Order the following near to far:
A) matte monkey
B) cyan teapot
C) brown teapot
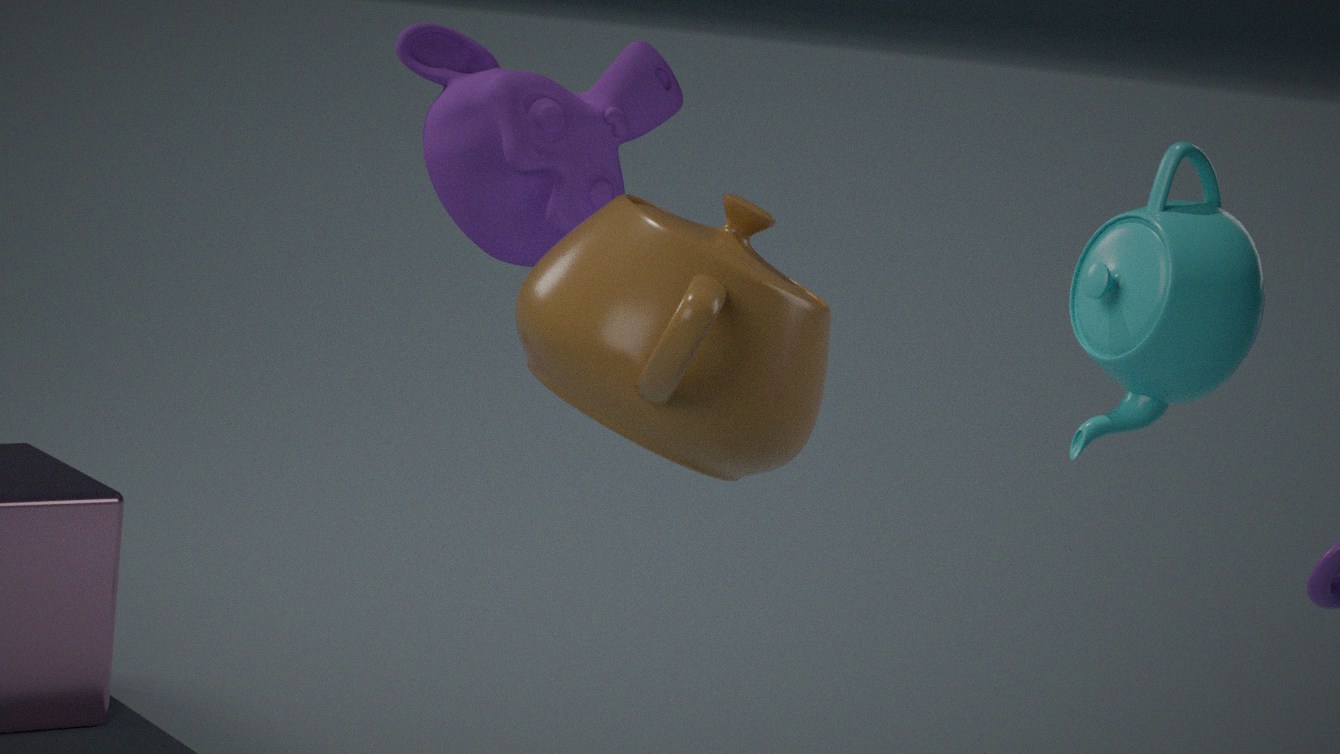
1. cyan teapot
2. brown teapot
3. matte monkey
